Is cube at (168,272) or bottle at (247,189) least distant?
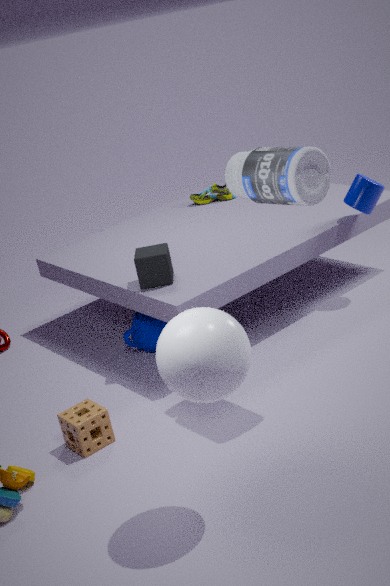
bottle at (247,189)
